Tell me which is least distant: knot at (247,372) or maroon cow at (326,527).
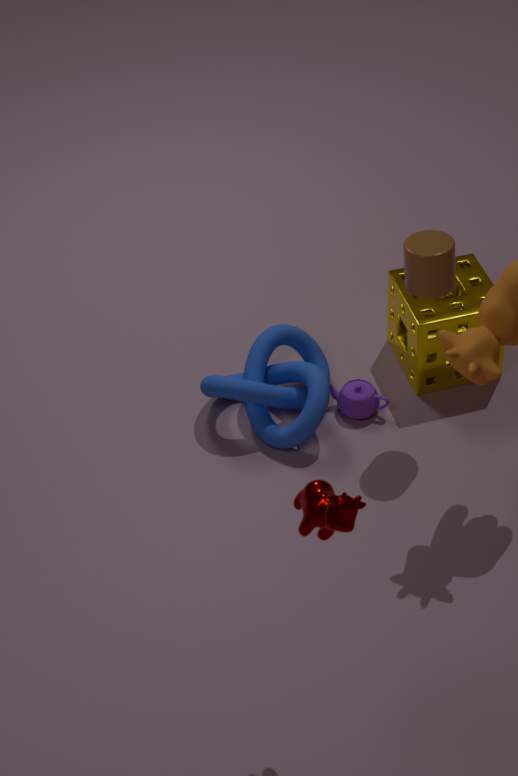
maroon cow at (326,527)
